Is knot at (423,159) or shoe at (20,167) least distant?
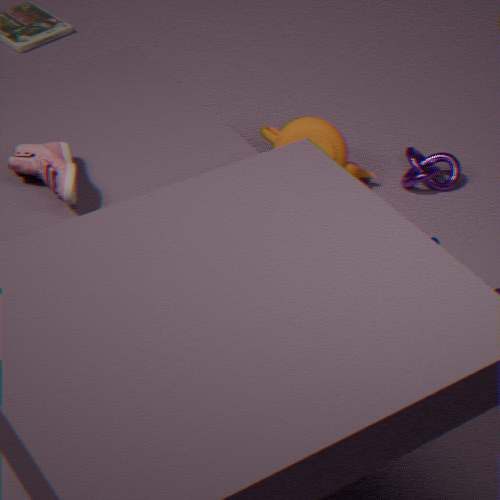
shoe at (20,167)
